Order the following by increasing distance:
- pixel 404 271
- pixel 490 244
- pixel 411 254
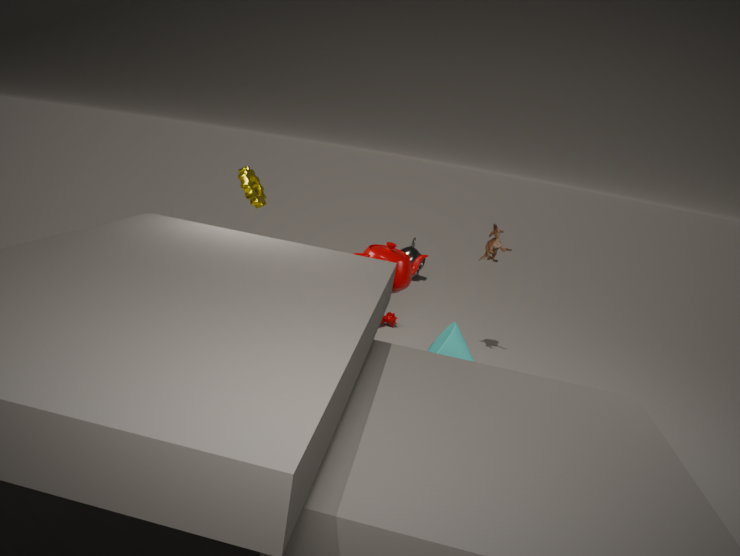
pixel 404 271
pixel 490 244
pixel 411 254
